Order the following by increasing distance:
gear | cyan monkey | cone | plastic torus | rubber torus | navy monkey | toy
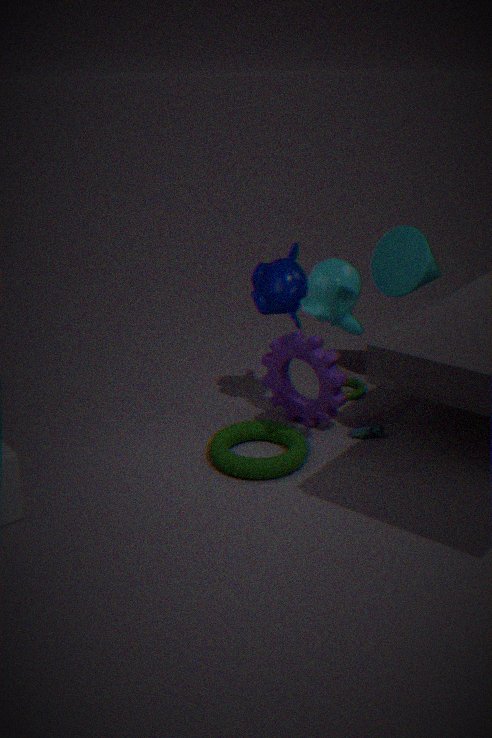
cyan monkey, rubber torus, navy monkey, gear, toy, cone, plastic torus
